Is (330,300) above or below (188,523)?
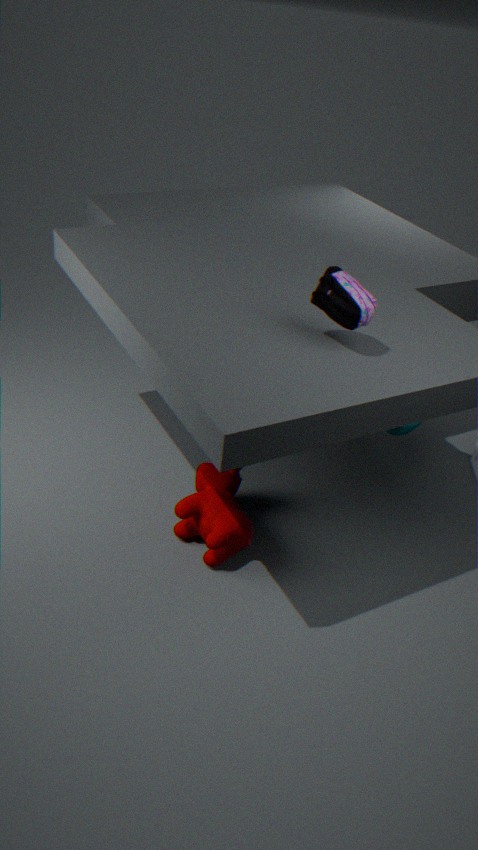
above
